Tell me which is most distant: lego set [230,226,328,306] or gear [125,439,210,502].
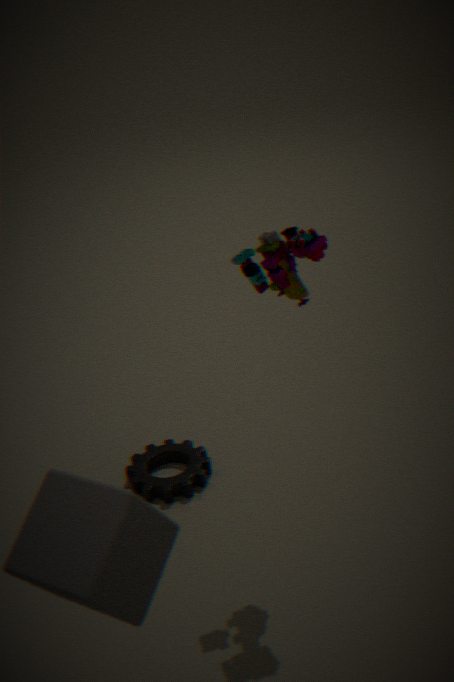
gear [125,439,210,502]
